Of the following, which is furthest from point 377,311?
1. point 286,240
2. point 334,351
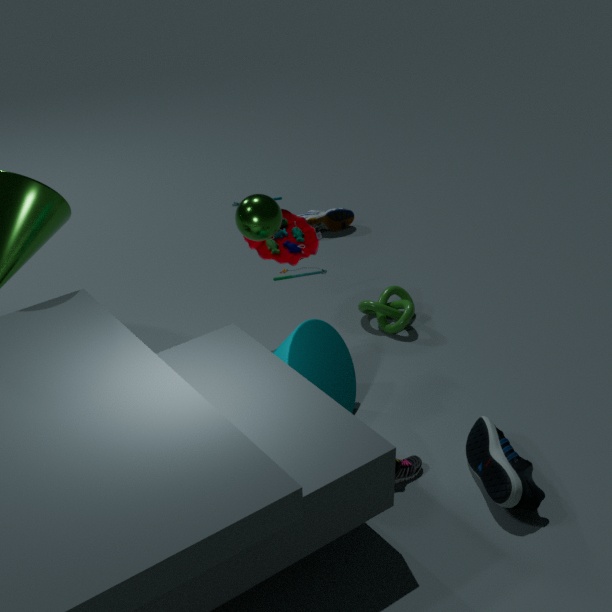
point 334,351
